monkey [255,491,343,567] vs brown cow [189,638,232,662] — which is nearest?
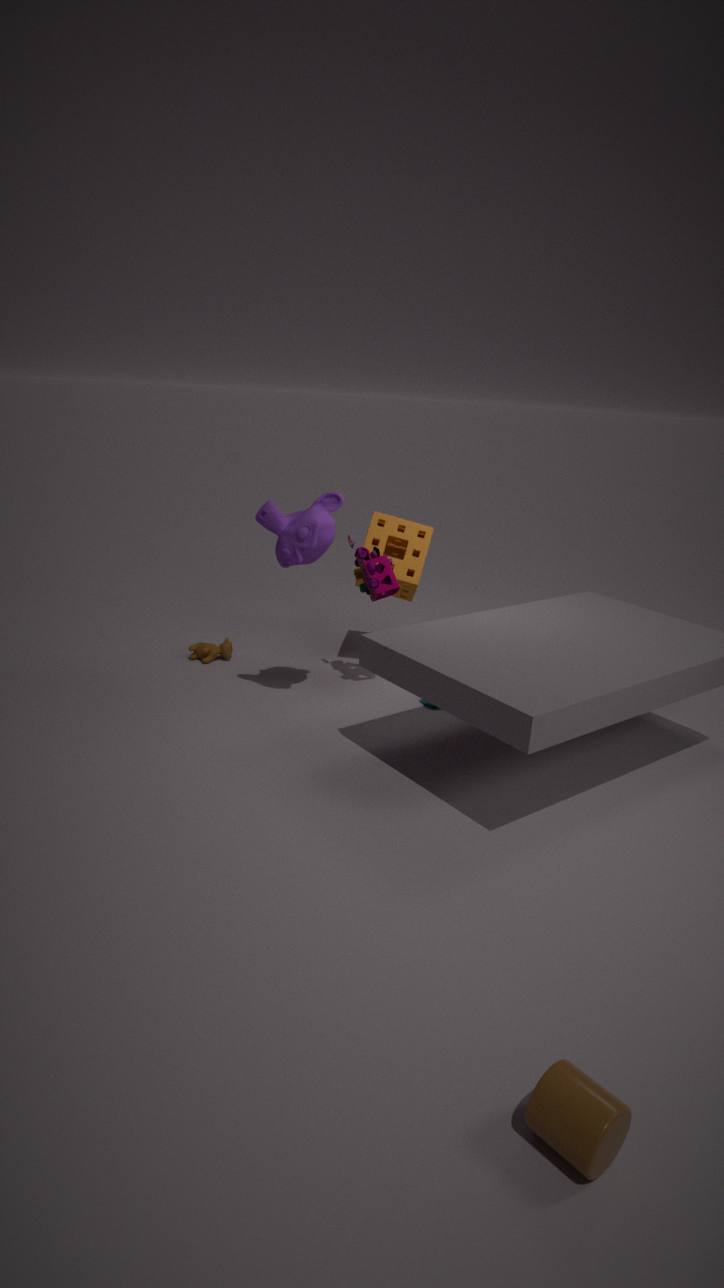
monkey [255,491,343,567]
